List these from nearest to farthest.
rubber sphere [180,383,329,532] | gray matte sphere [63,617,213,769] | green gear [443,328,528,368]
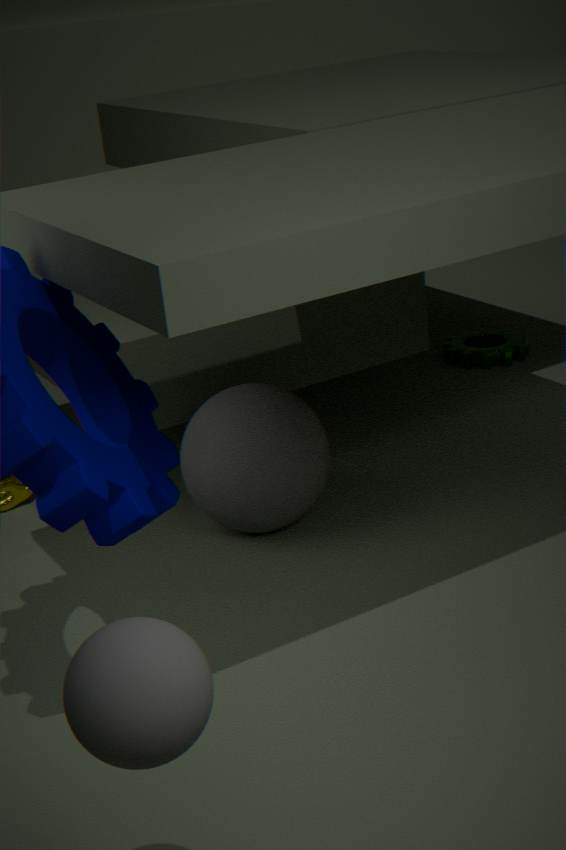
gray matte sphere [63,617,213,769] < rubber sphere [180,383,329,532] < green gear [443,328,528,368]
